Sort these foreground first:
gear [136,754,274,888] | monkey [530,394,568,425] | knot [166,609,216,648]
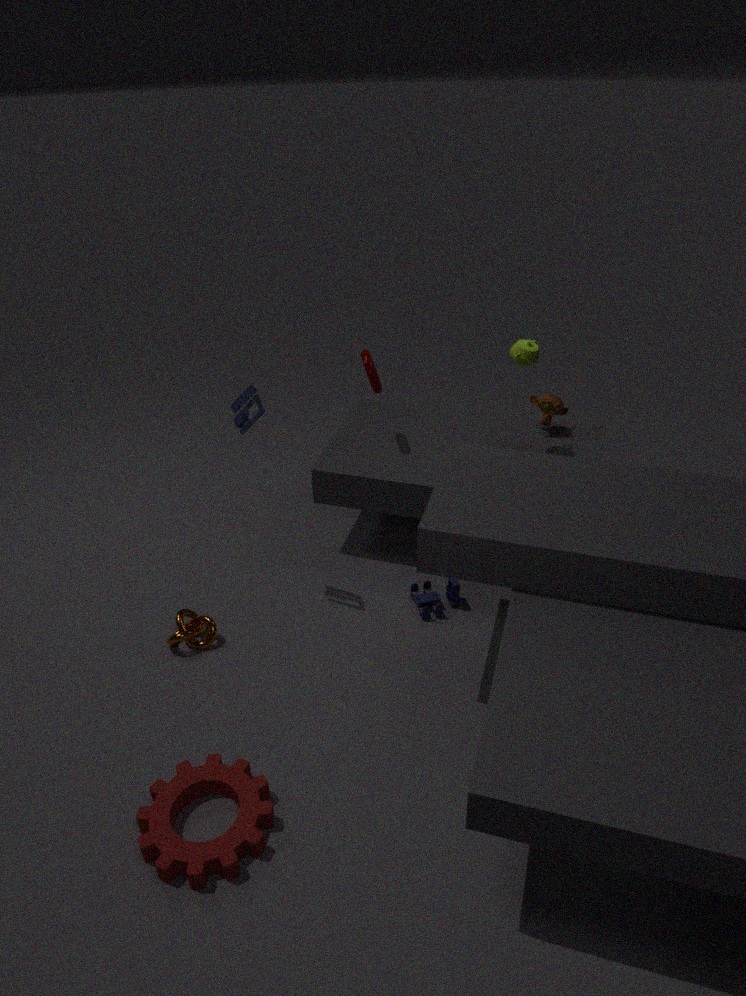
gear [136,754,274,888], knot [166,609,216,648], monkey [530,394,568,425]
